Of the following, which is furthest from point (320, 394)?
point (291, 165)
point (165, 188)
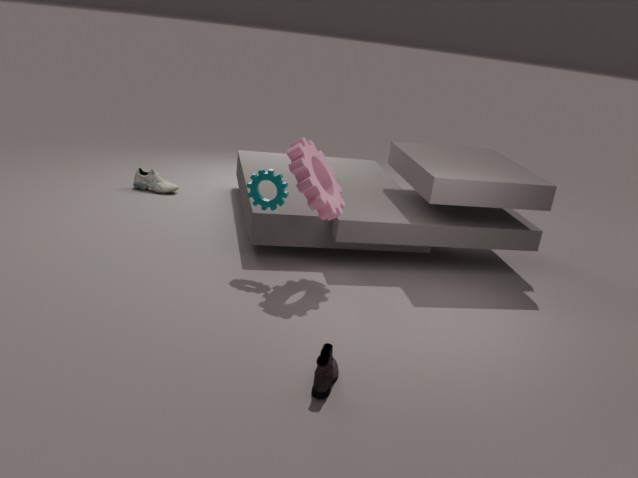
point (165, 188)
